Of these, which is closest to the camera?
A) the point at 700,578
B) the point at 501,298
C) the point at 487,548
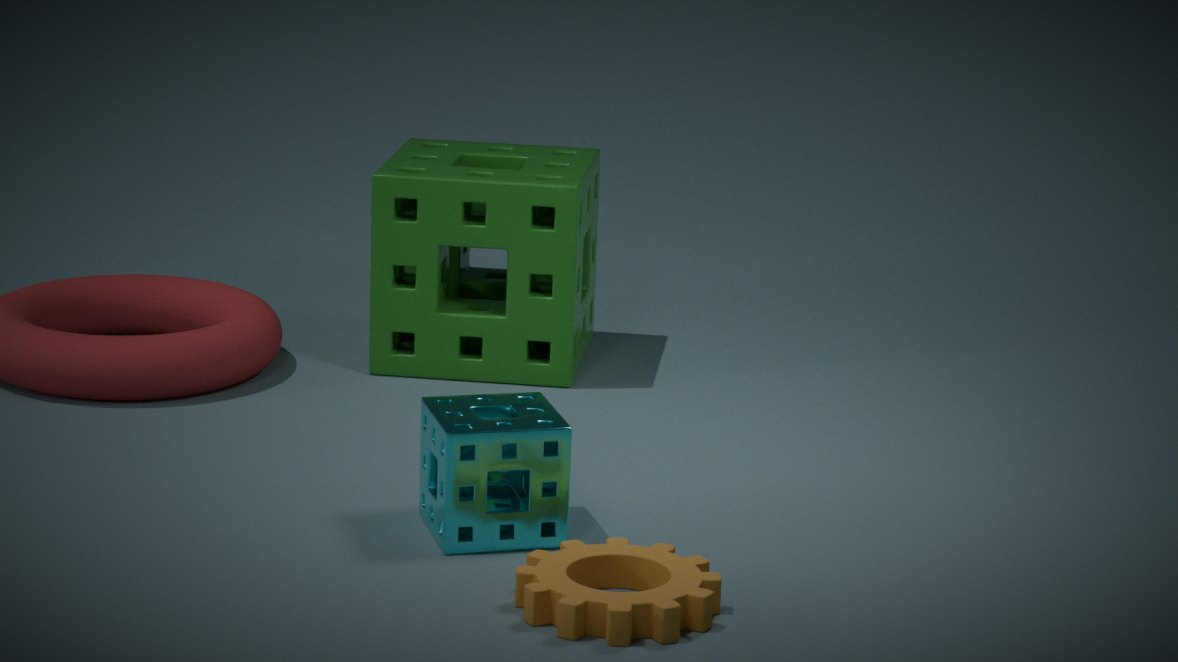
the point at 700,578
